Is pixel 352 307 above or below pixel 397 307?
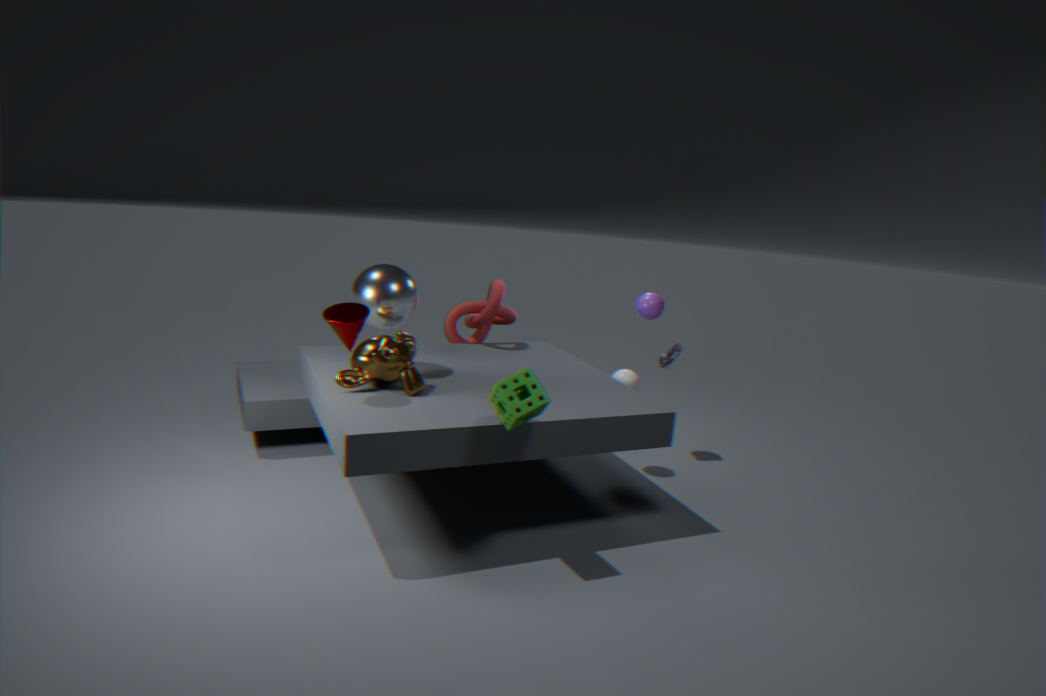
below
